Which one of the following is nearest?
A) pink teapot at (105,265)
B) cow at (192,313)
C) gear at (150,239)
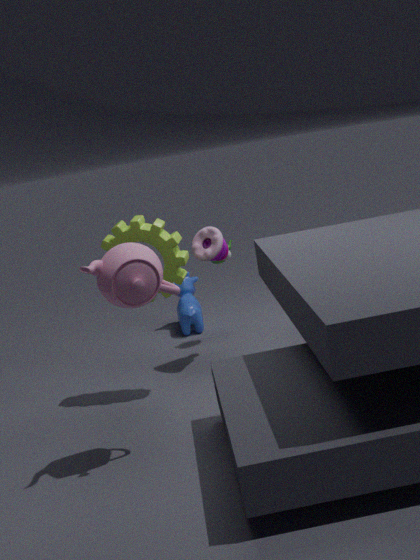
pink teapot at (105,265)
